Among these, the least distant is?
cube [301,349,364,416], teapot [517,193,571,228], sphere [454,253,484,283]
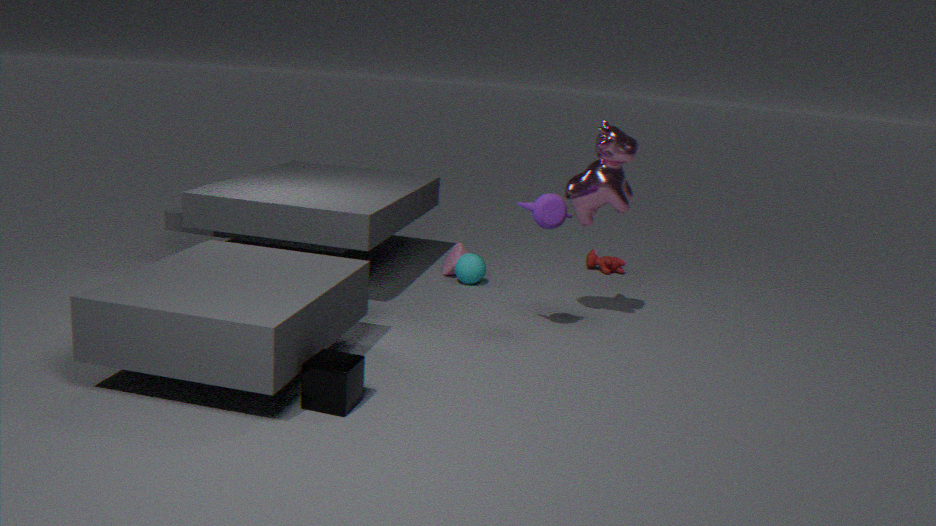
cube [301,349,364,416]
